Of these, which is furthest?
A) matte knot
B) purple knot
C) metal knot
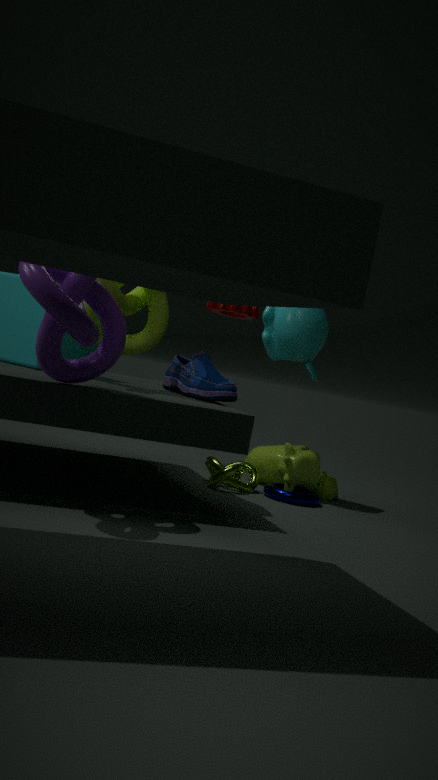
metal knot
